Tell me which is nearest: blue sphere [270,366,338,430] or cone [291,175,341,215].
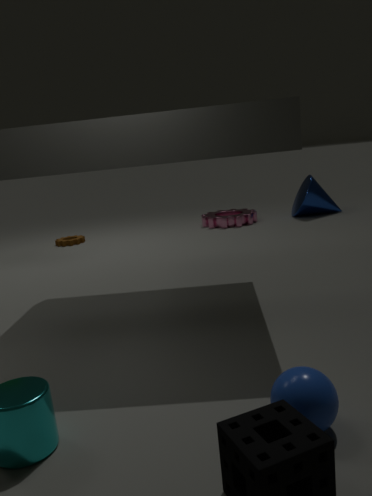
blue sphere [270,366,338,430]
